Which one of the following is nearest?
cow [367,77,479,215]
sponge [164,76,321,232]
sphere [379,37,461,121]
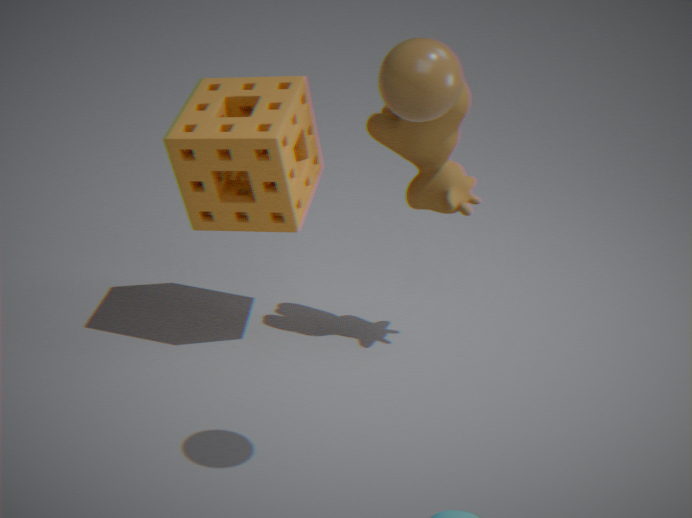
sphere [379,37,461,121]
